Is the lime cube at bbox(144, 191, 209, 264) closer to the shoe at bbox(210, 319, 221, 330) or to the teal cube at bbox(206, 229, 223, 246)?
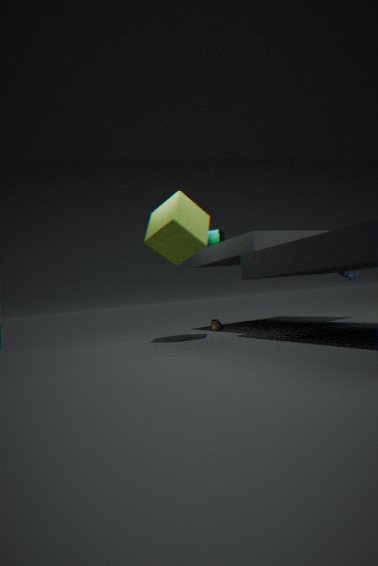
the teal cube at bbox(206, 229, 223, 246)
